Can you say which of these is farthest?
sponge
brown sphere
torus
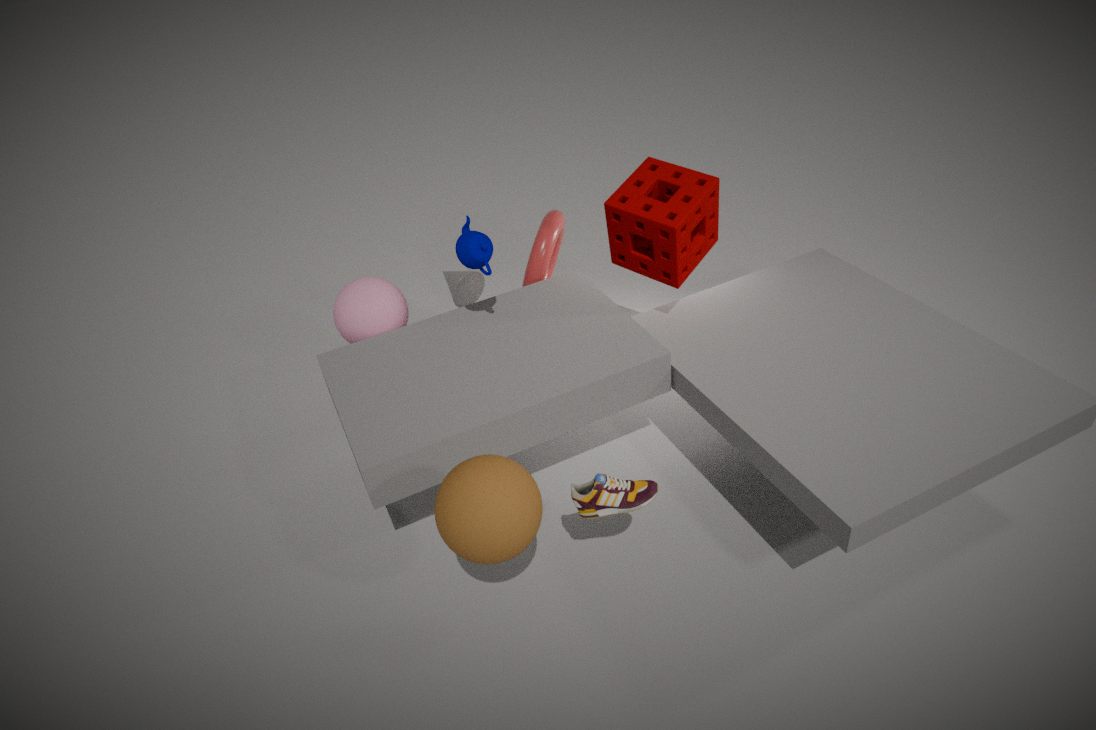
torus
